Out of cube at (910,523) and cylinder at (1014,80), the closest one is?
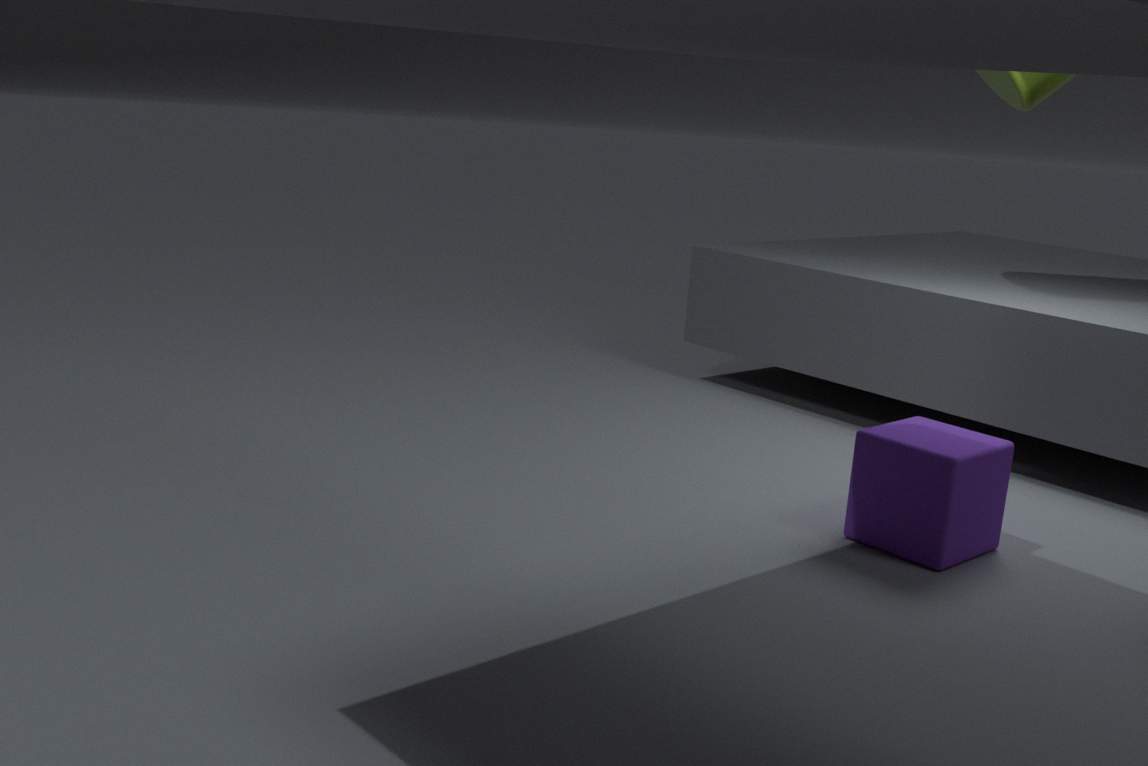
cube at (910,523)
